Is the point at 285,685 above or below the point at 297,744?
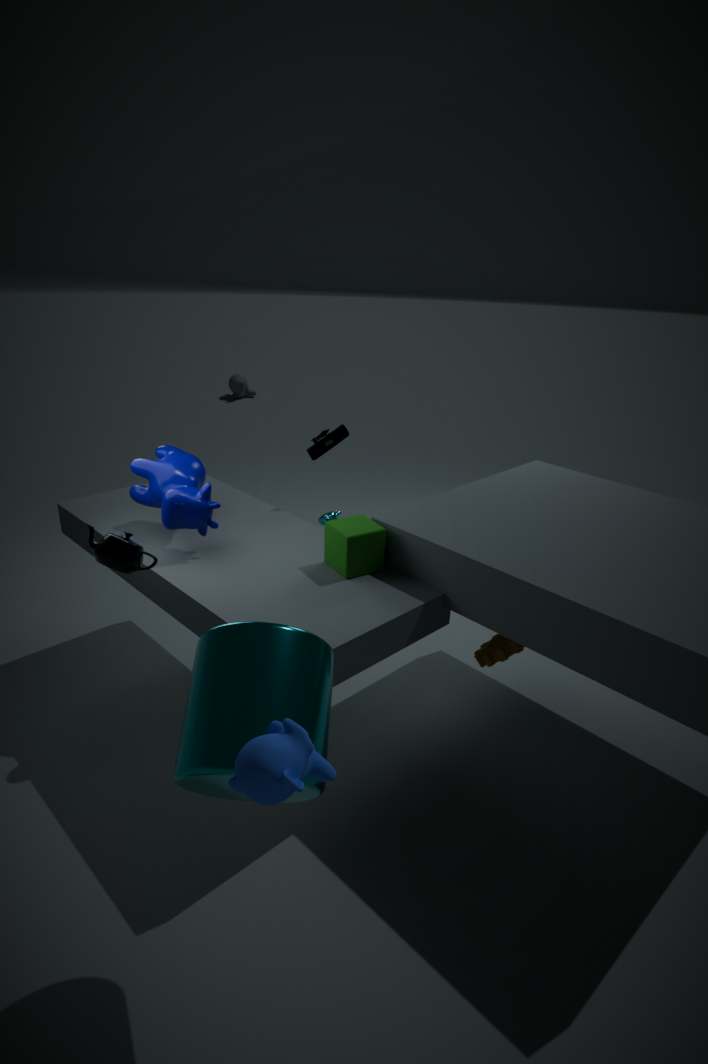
below
